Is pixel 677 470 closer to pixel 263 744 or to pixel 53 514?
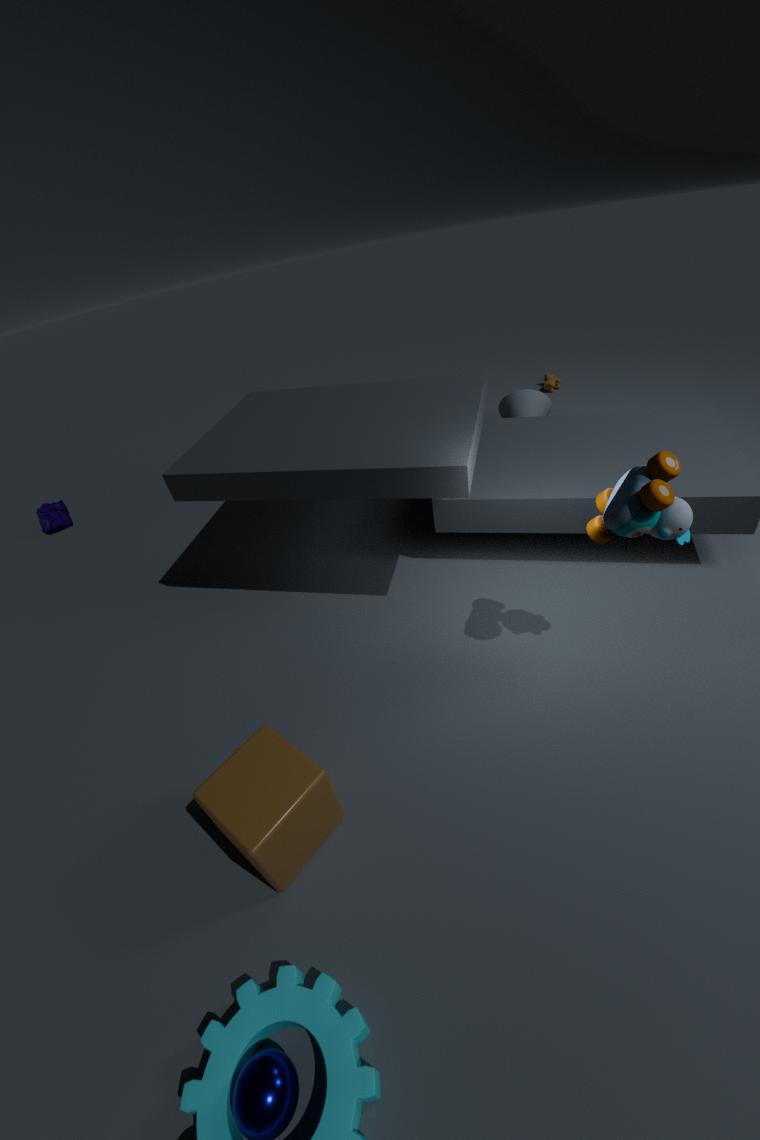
pixel 263 744
